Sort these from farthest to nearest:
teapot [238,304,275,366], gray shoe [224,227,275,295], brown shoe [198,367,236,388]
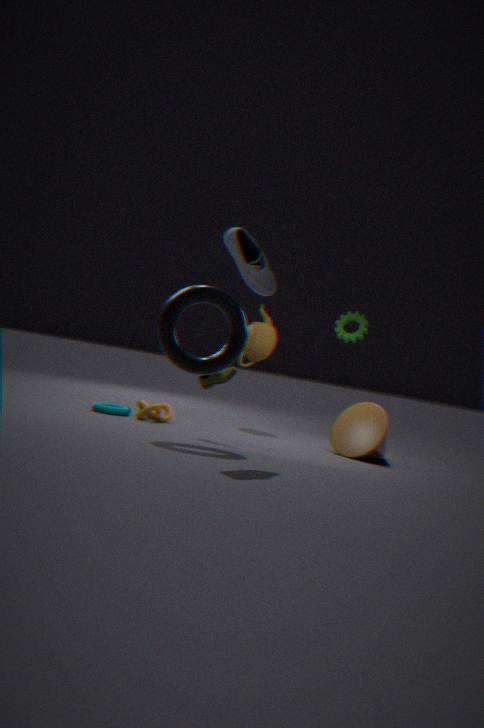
teapot [238,304,275,366] < brown shoe [198,367,236,388] < gray shoe [224,227,275,295]
